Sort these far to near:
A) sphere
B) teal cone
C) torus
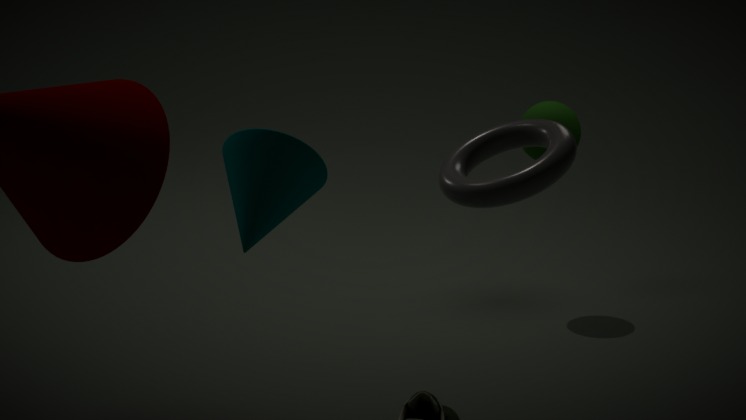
1. sphere
2. teal cone
3. torus
